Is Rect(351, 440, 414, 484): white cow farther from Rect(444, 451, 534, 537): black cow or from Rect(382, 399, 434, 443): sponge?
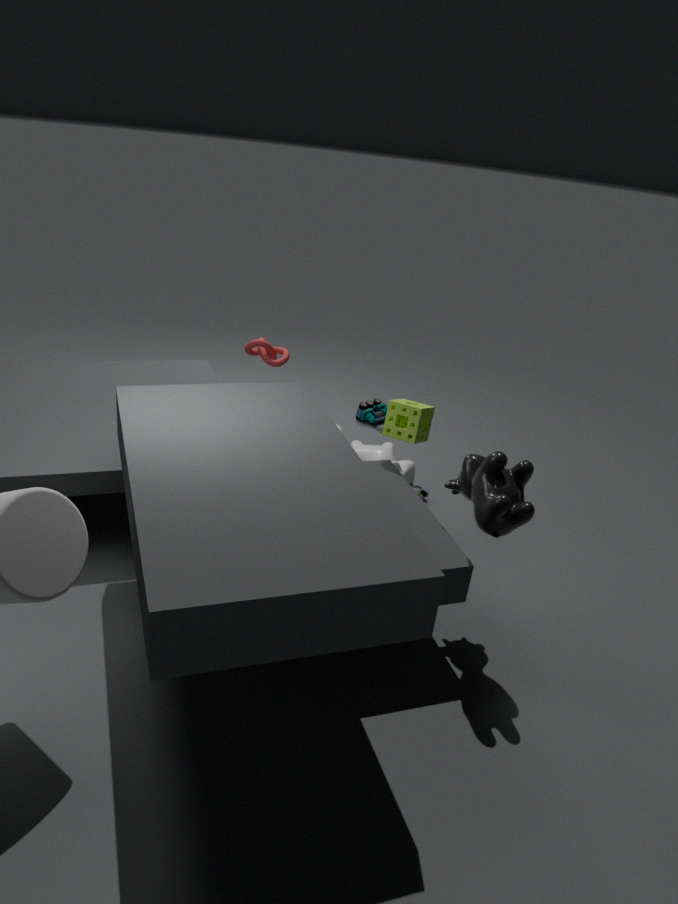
Rect(444, 451, 534, 537): black cow
